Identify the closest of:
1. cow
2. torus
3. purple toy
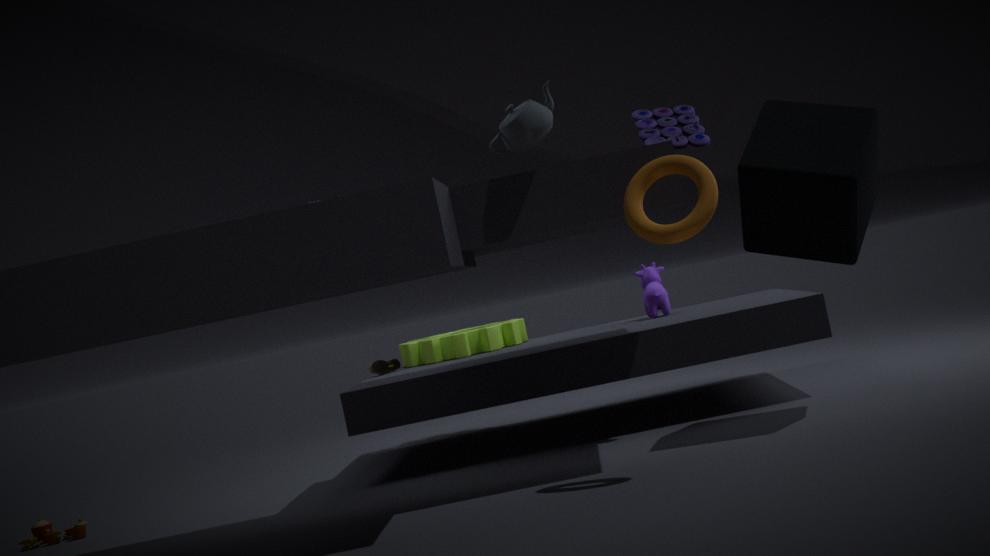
torus
